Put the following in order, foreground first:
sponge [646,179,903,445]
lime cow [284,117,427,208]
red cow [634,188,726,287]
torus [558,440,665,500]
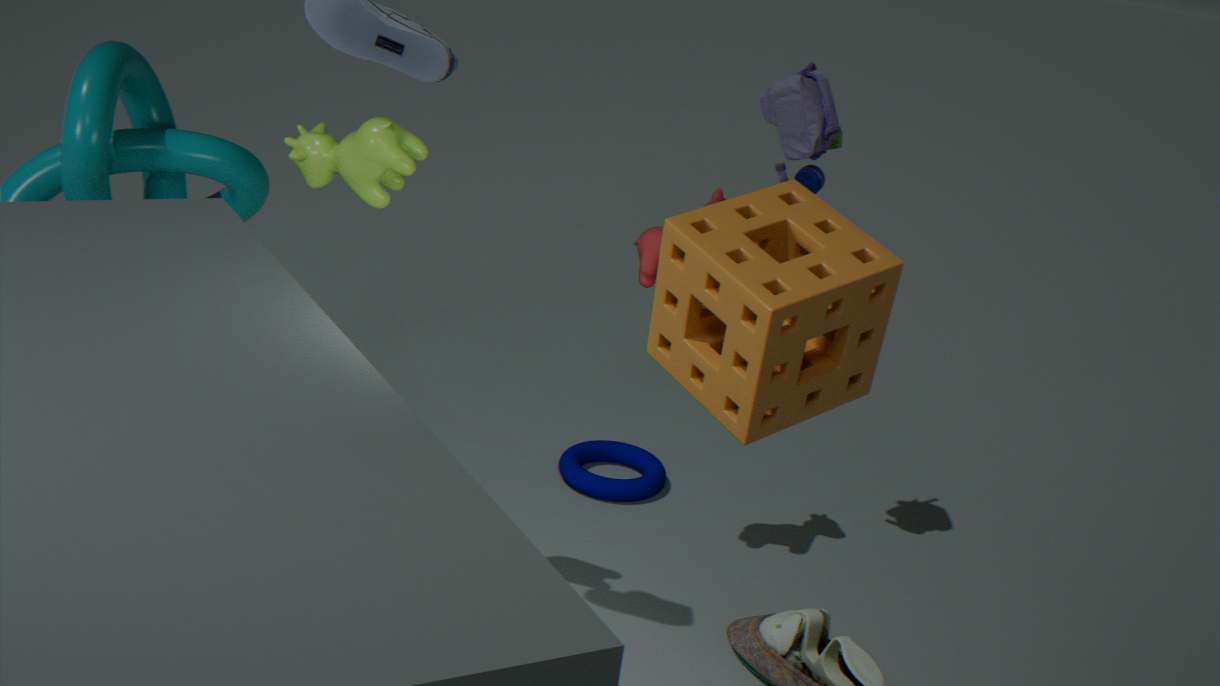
sponge [646,179,903,445], lime cow [284,117,427,208], red cow [634,188,726,287], torus [558,440,665,500]
